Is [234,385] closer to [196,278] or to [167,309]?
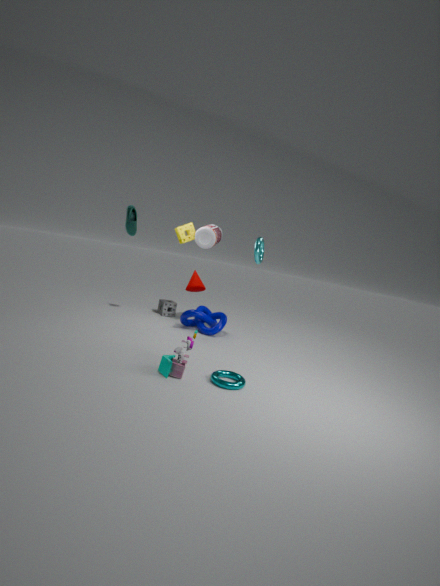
[196,278]
